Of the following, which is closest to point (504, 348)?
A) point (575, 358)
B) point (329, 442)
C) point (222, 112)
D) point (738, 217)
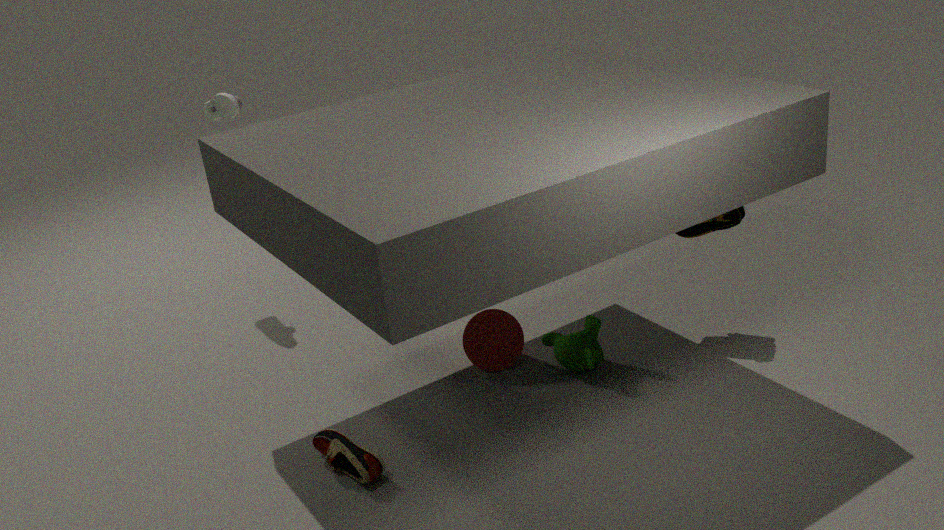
point (575, 358)
